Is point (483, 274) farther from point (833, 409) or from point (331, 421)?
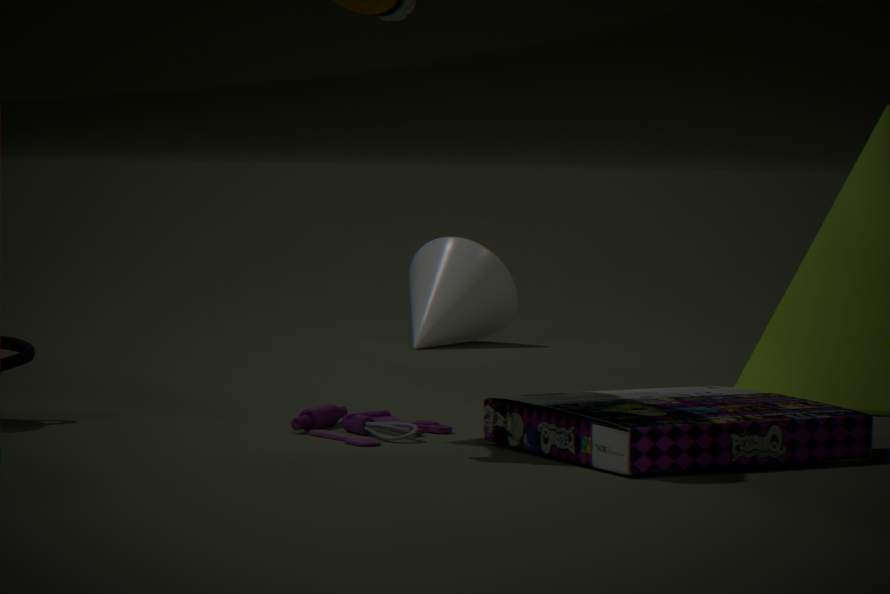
point (833, 409)
